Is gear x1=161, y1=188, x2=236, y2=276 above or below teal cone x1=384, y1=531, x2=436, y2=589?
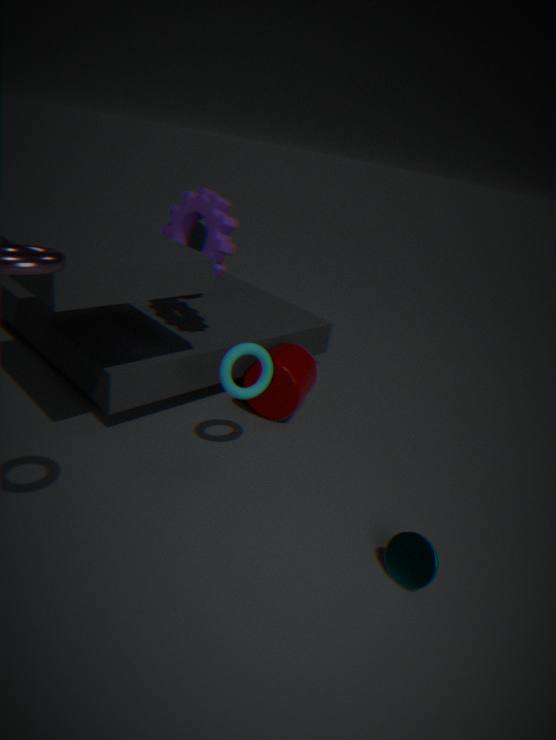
above
